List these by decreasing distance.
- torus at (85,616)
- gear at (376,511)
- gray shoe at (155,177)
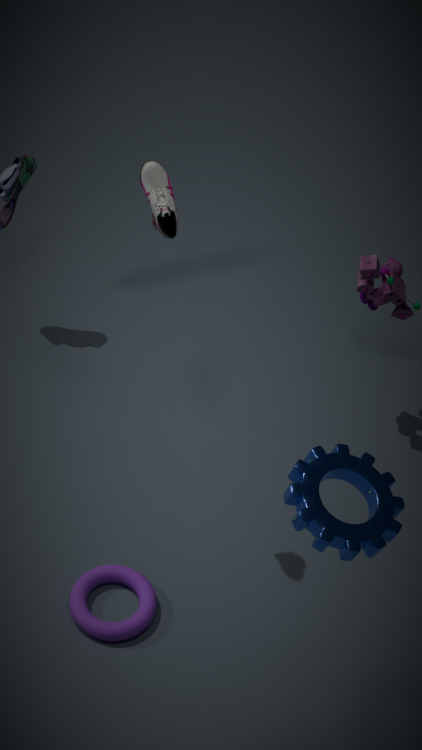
torus at (85,616) < gray shoe at (155,177) < gear at (376,511)
